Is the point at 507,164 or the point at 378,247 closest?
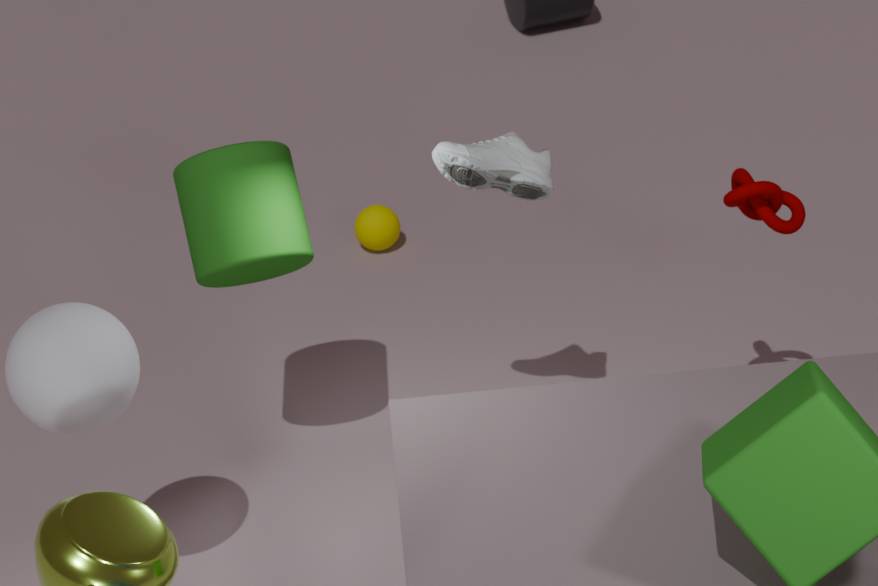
the point at 507,164
